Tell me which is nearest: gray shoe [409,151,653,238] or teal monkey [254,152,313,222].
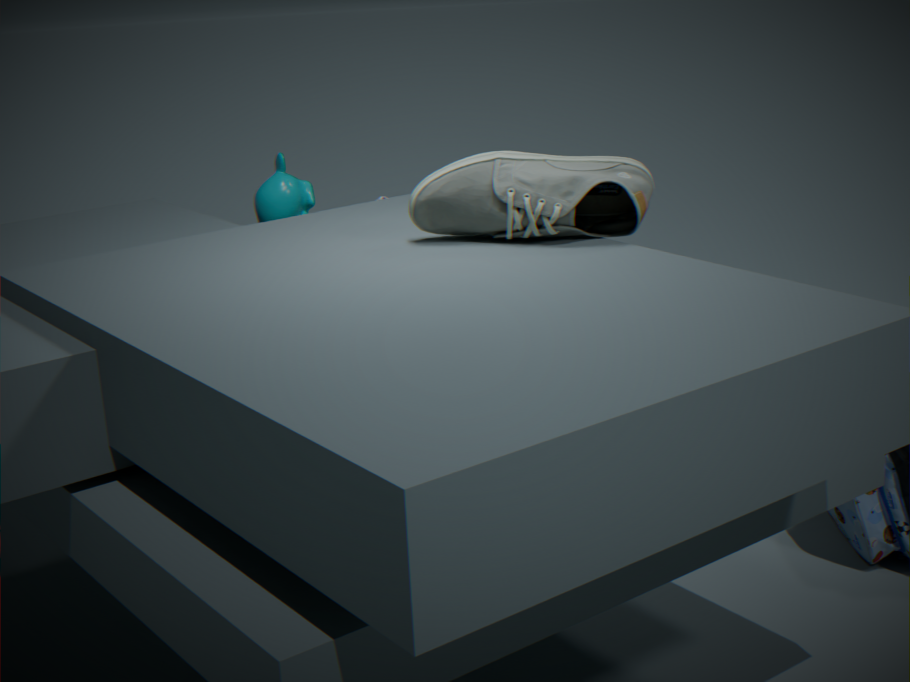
gray shoe [409,151,653,238]
